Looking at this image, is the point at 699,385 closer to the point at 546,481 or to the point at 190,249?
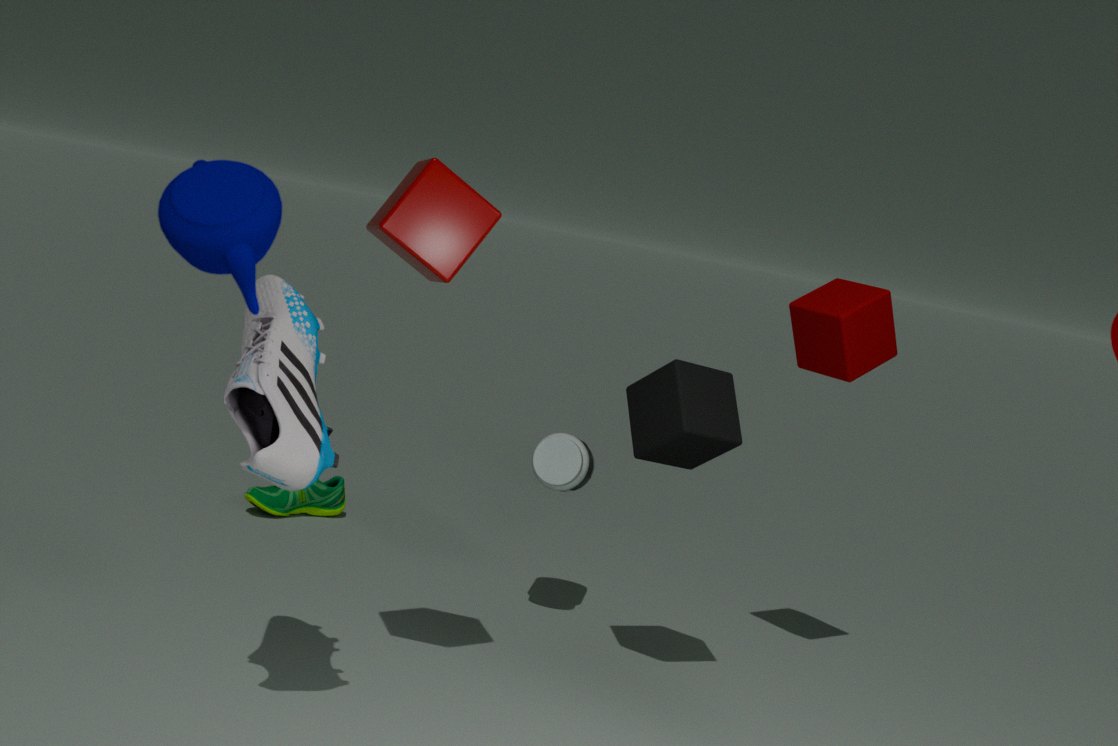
the point at 546,481
